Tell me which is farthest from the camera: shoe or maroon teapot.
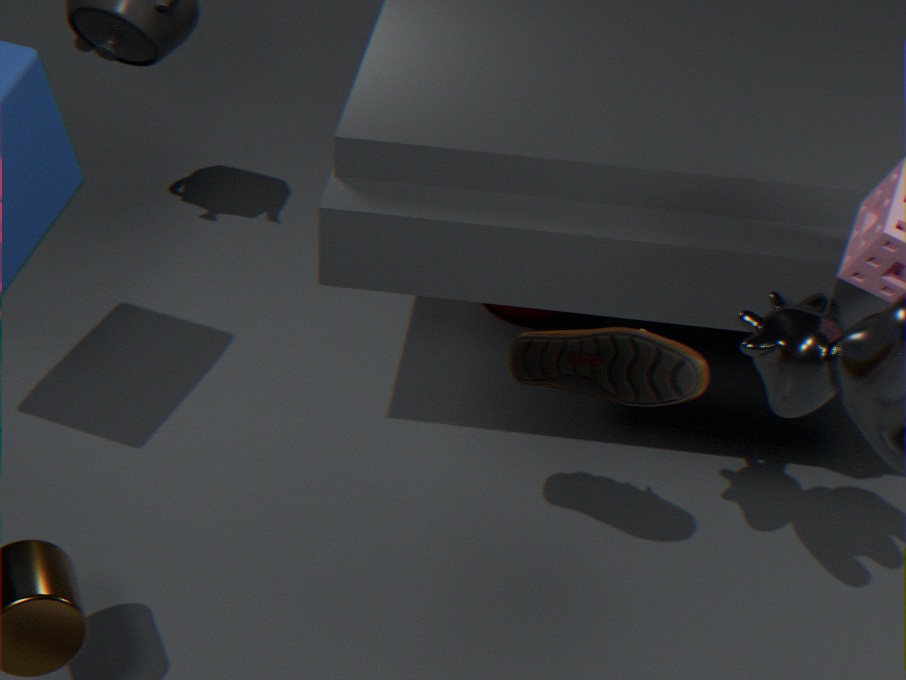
maroon teapot
